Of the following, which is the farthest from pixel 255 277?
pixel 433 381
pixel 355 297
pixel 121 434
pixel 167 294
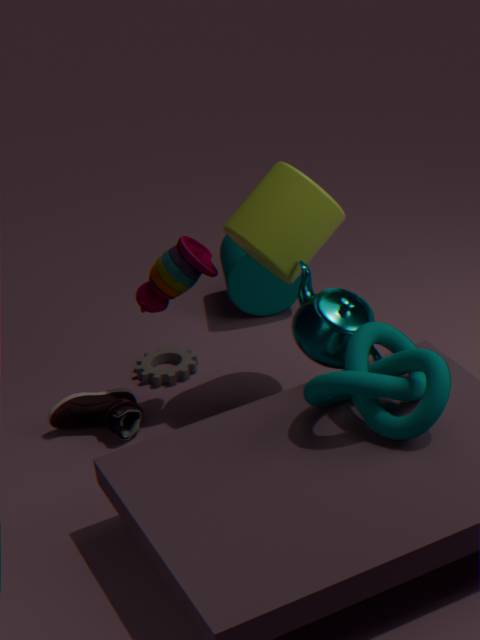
pixel 433 381
